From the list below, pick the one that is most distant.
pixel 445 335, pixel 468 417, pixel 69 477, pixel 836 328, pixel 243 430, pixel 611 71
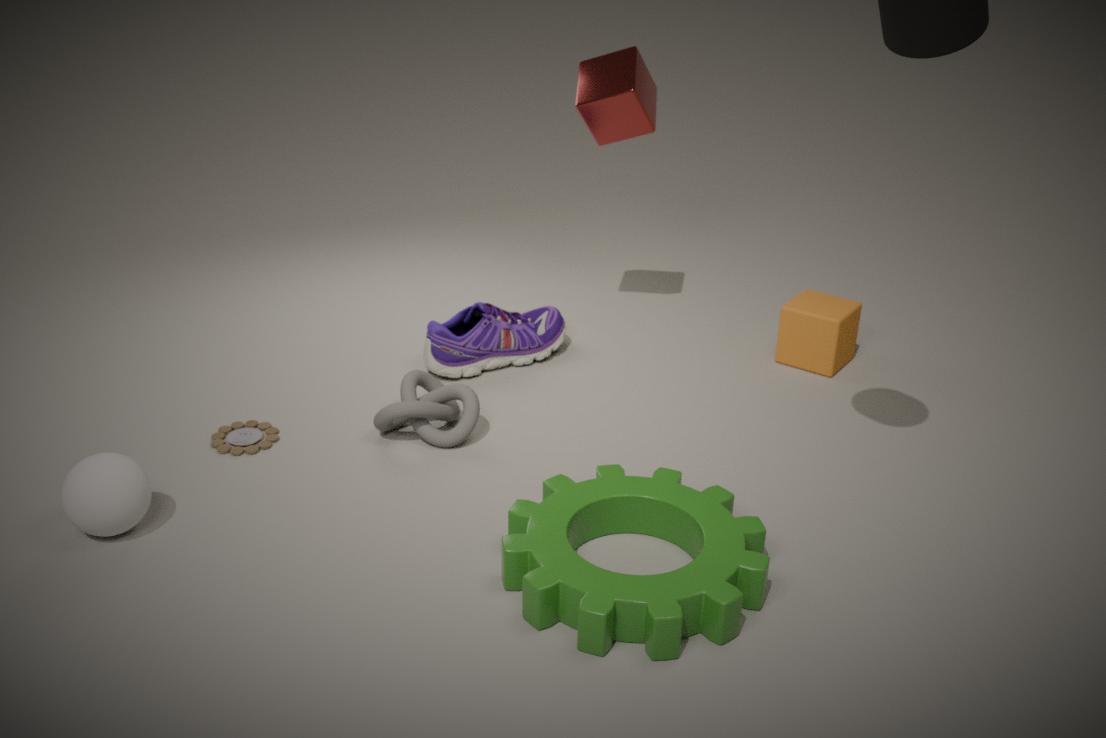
pixel 611 71
